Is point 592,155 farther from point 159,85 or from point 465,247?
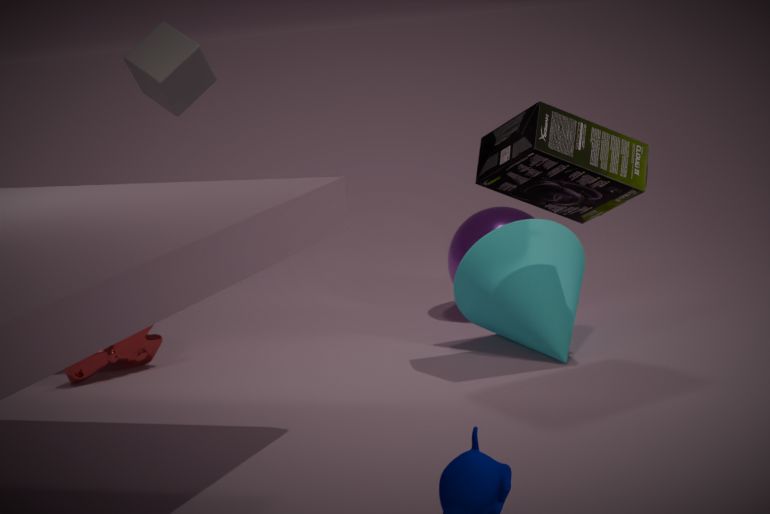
point 159,85
